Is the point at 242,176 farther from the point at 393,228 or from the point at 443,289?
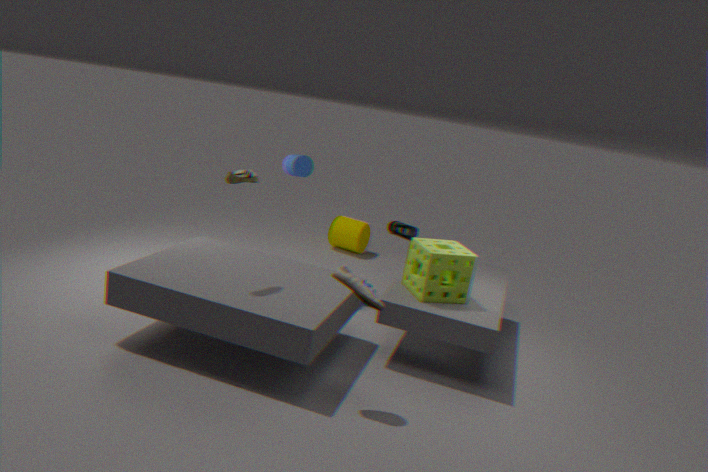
the point at 393,228
